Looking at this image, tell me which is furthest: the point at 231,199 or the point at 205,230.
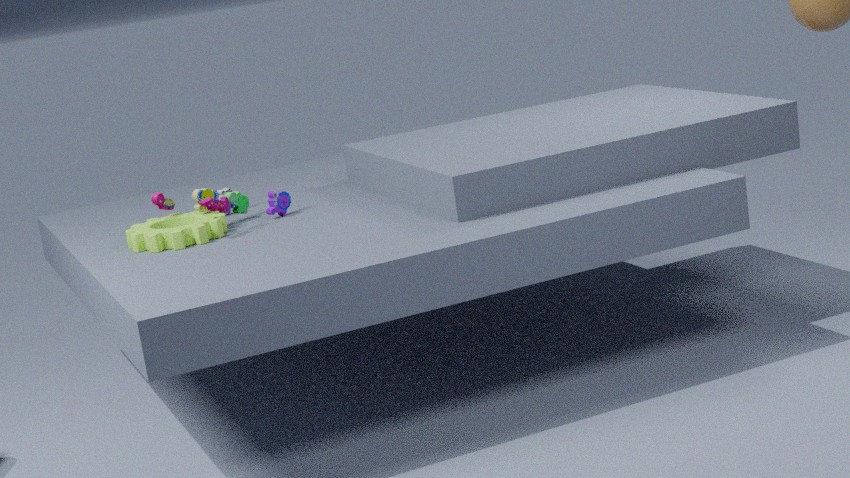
the point at 231,199
